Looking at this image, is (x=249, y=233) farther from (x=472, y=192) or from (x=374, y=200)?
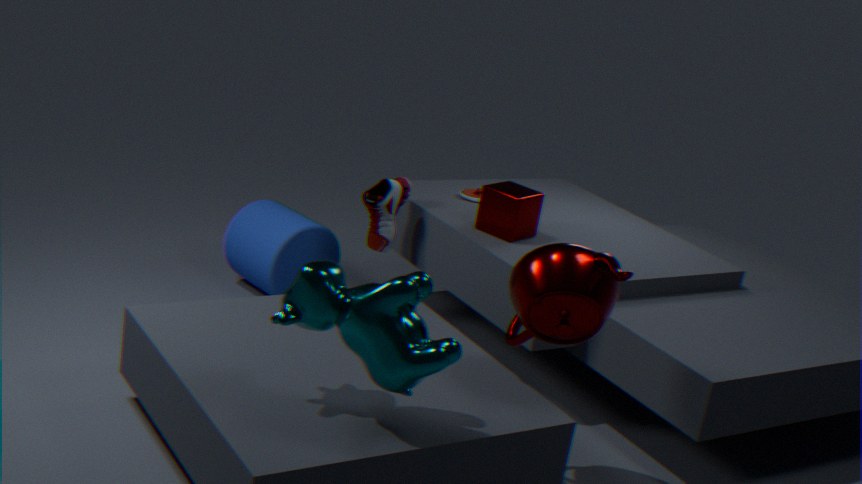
(x=472, y=192)
